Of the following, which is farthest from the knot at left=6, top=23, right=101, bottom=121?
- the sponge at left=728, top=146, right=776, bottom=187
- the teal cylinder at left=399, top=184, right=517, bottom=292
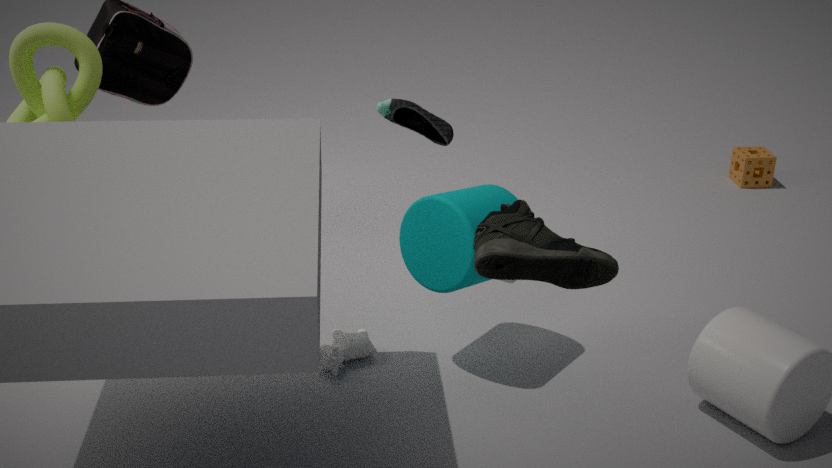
the sponge at left=728, top=146, right=776, bottom=187
